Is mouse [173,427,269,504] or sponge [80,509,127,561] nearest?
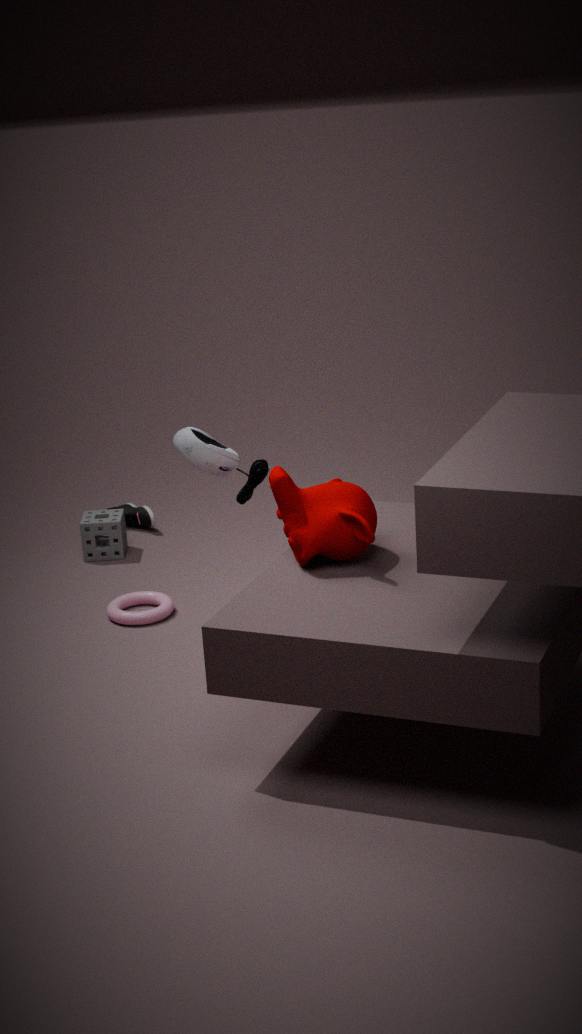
mouse [173,427,269,504]
